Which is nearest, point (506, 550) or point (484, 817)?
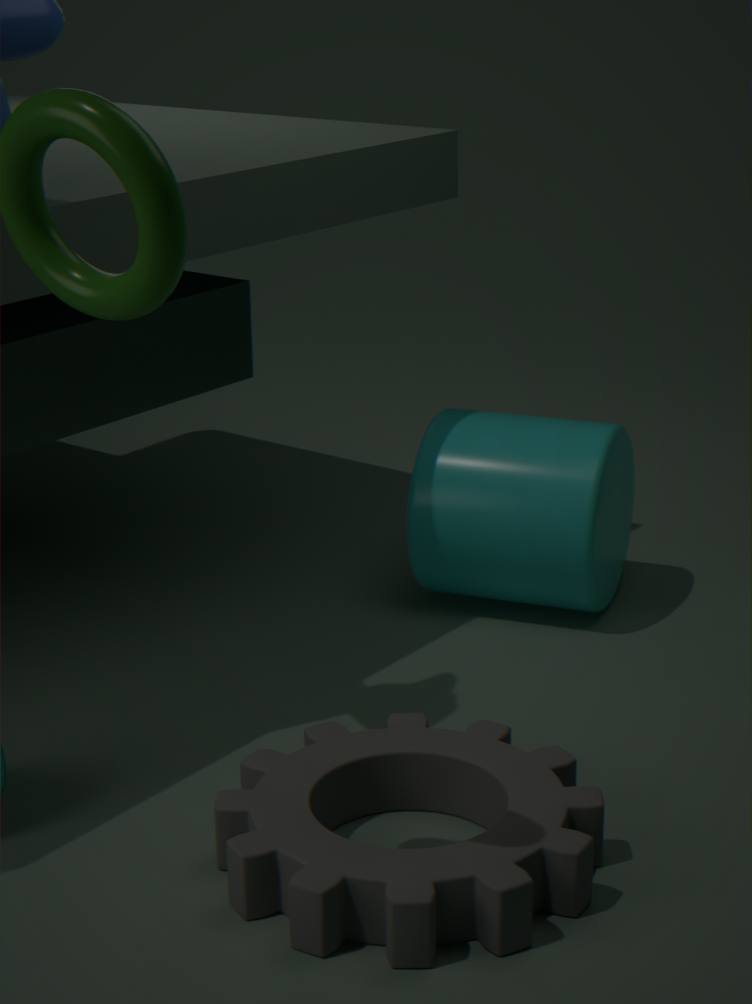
point (484, 817)
